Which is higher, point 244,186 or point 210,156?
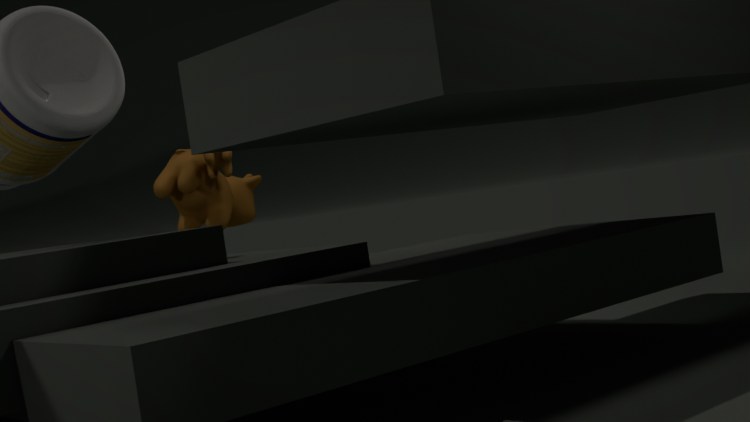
point 210,156
